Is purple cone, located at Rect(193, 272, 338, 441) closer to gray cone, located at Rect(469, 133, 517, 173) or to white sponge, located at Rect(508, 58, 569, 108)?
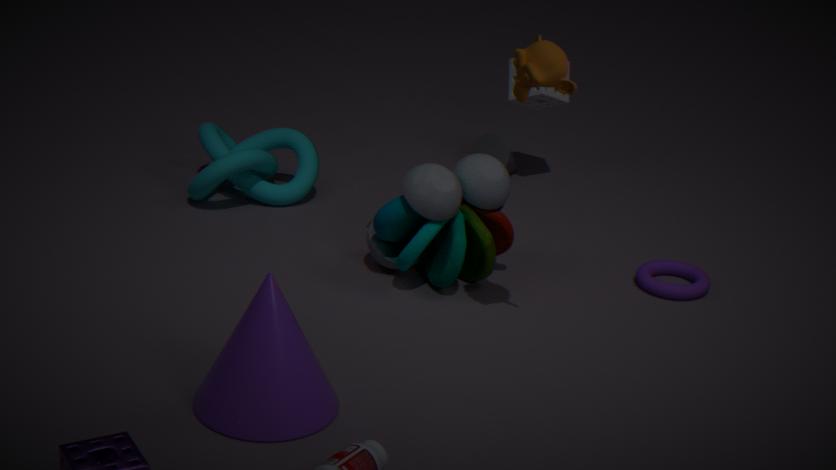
gray cone, located at Rect(469, 133, 517, 173)
